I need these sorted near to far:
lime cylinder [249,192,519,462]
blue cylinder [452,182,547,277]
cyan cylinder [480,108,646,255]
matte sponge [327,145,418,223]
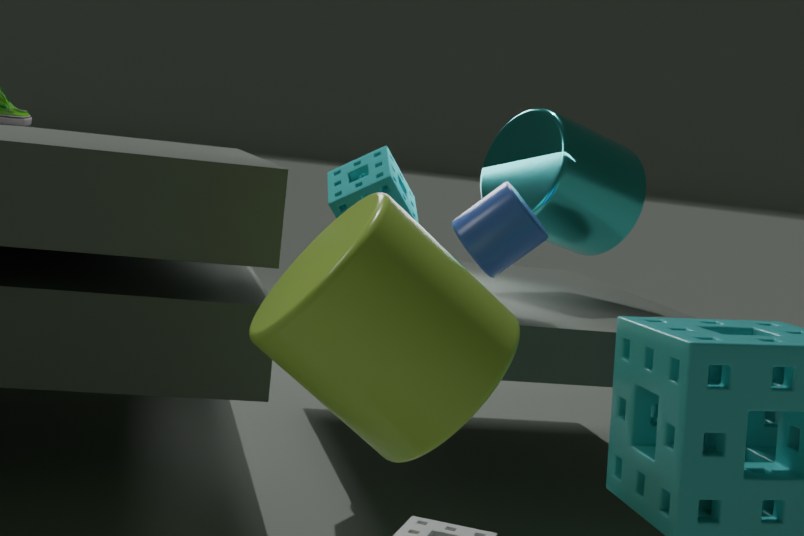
lime cylinder [249,192,519,462] → blue cylinder [452,182,547,277] → matte sponge [327,145,418,223] → cyan cylinder [480,108,646,255]
